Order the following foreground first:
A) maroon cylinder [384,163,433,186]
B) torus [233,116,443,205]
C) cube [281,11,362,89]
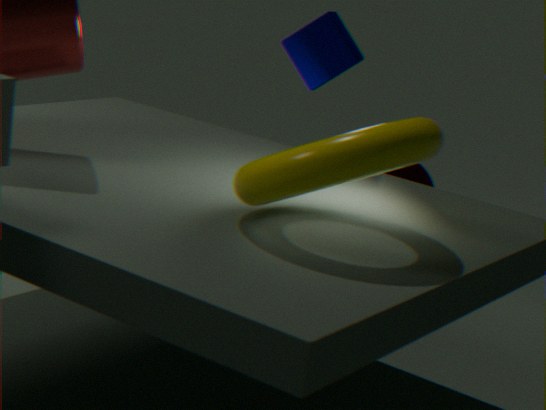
B. torus [233,116,443,205]
C. cube [281,11,362,89]
A. maroon cylinder [384,163,433,186]
